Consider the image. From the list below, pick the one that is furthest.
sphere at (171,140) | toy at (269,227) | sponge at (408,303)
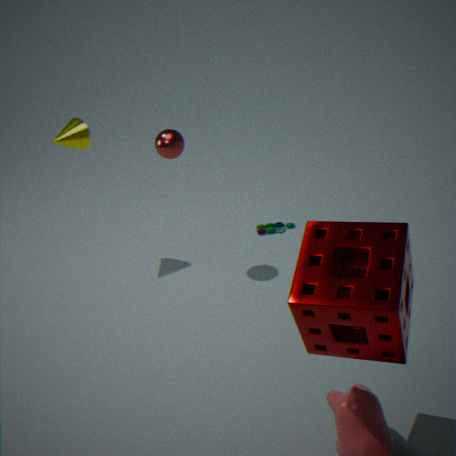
toy at (269,227)
